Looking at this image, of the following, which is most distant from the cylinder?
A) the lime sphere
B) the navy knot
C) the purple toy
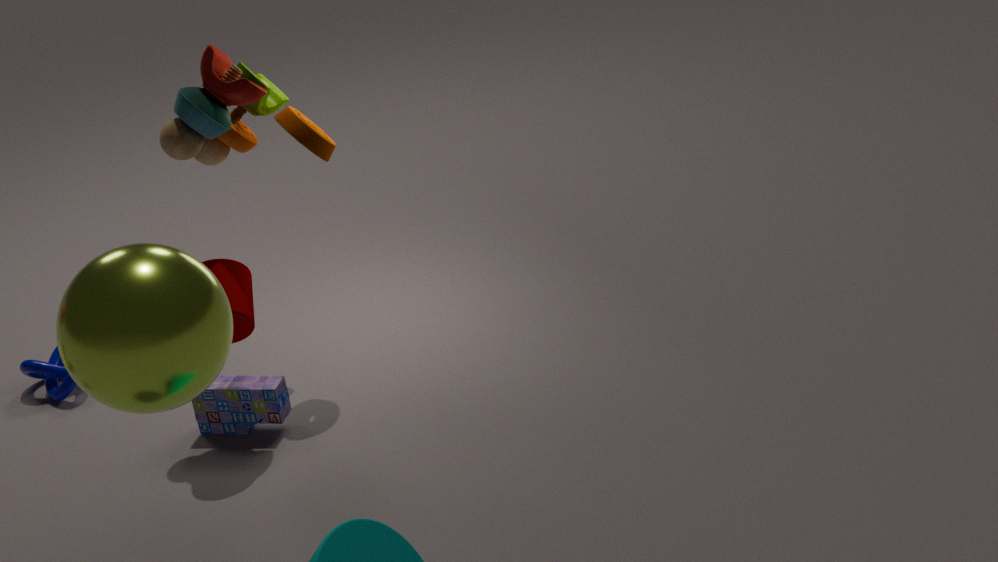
the navy knot
